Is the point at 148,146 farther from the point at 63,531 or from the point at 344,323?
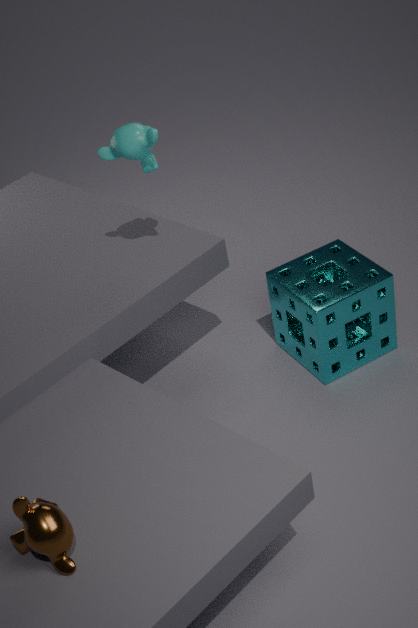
the point at 63,531
